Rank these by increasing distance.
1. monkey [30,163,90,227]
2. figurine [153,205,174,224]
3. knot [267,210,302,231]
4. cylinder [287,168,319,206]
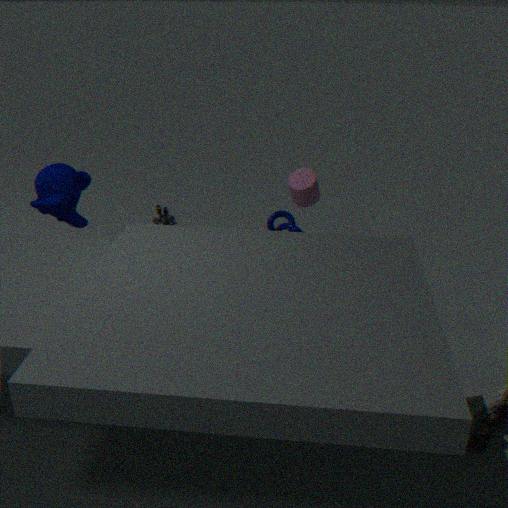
monkey [30,163,90,227]
cylinder [287,168,319,206]
knot [267,210,302,231]
figurine [153,205,174,224]
